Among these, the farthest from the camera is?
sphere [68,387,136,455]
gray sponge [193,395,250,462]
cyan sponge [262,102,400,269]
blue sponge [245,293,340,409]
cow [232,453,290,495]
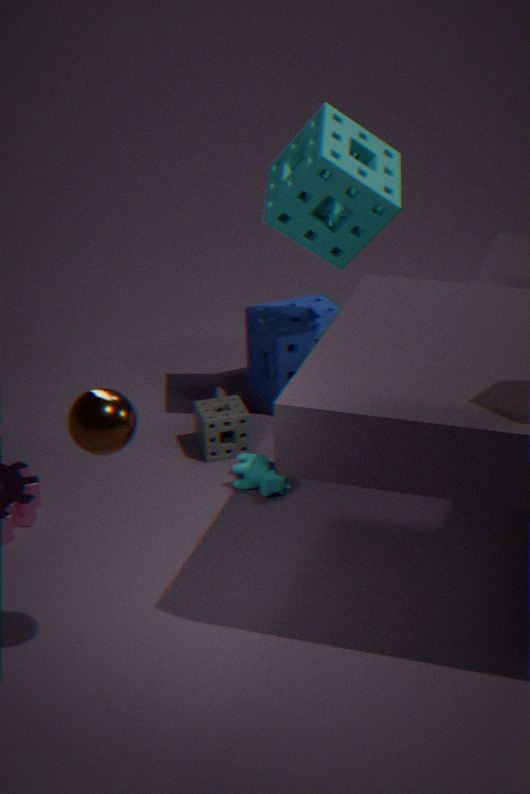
blue sponge [245,293,340,409]
